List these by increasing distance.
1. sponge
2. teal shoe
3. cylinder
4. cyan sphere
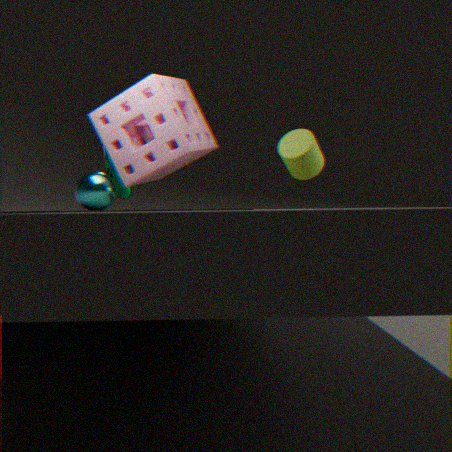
sponge
cyan sphere
cylinder
teal shoe
